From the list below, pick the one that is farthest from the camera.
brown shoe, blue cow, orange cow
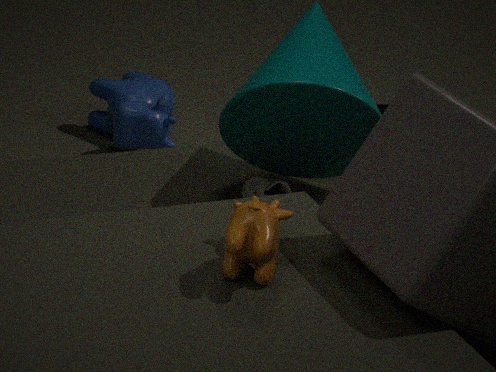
blue cow
